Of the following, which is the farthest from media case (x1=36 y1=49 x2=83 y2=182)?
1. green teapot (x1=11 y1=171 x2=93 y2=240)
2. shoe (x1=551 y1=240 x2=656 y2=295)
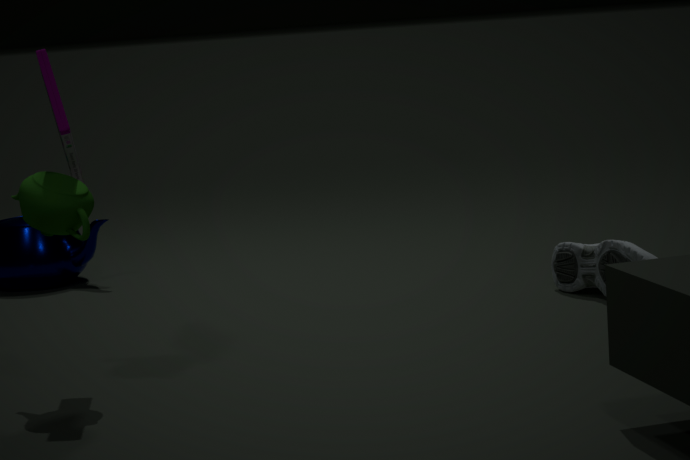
shoe (x1=551 y1=240 x2=656 y2=295)
